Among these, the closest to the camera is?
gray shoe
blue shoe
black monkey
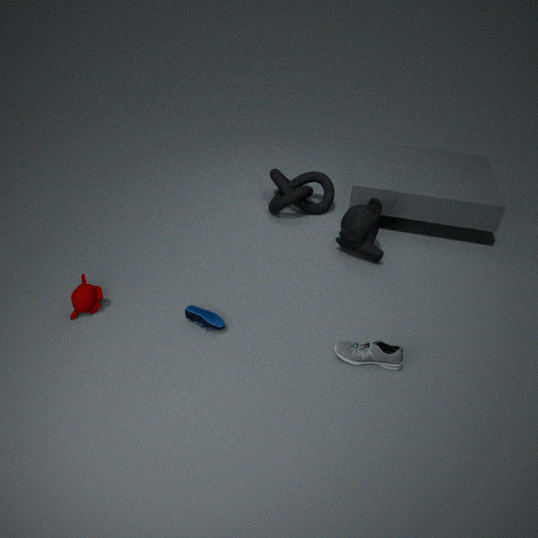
gray shoe
